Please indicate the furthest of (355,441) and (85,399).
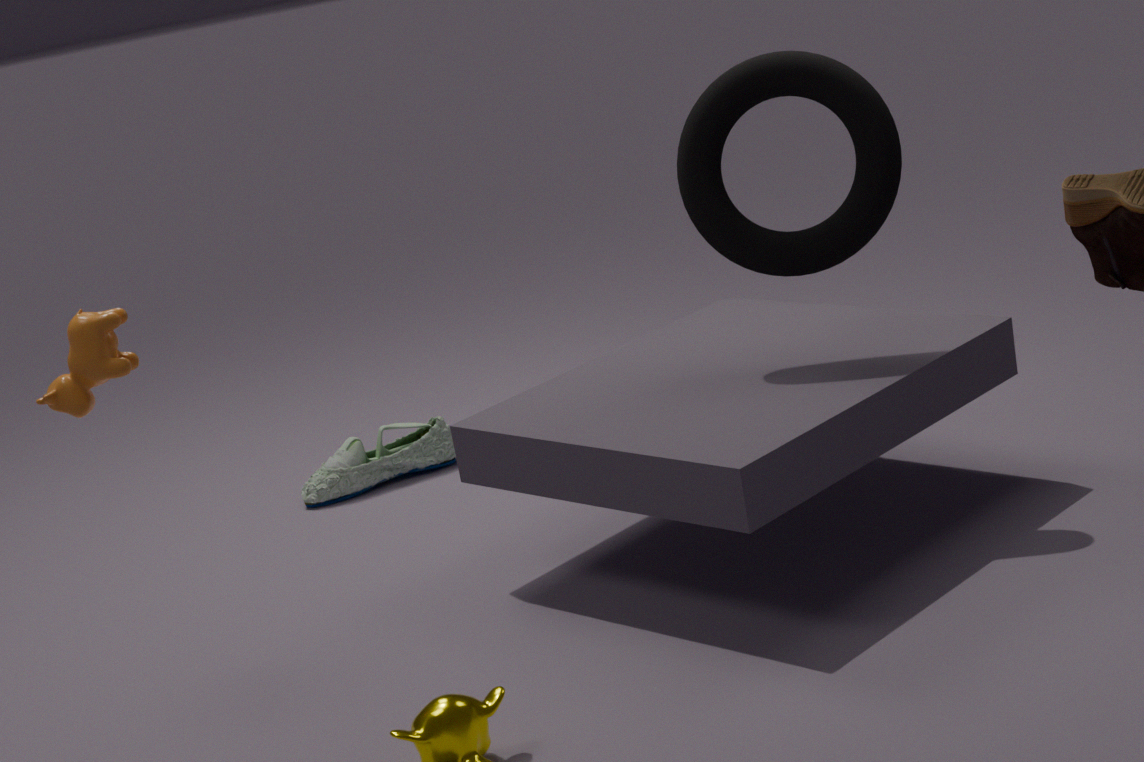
(355,441)
